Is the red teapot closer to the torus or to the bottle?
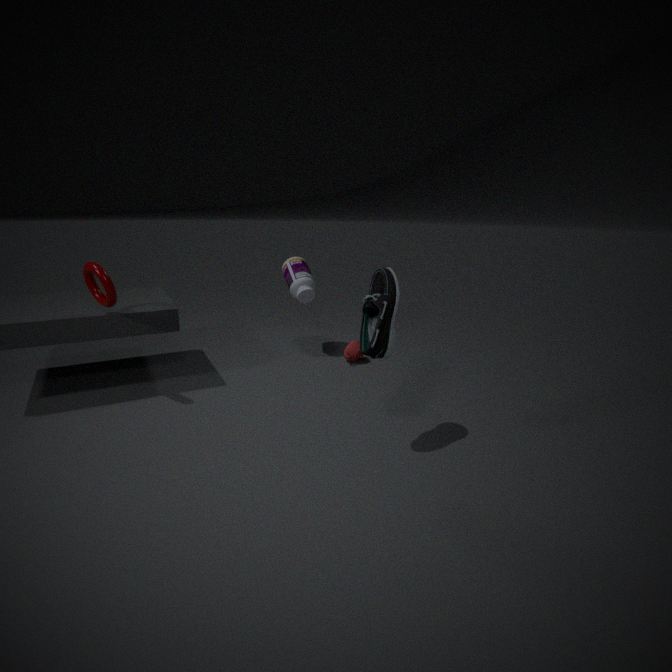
the bottle
